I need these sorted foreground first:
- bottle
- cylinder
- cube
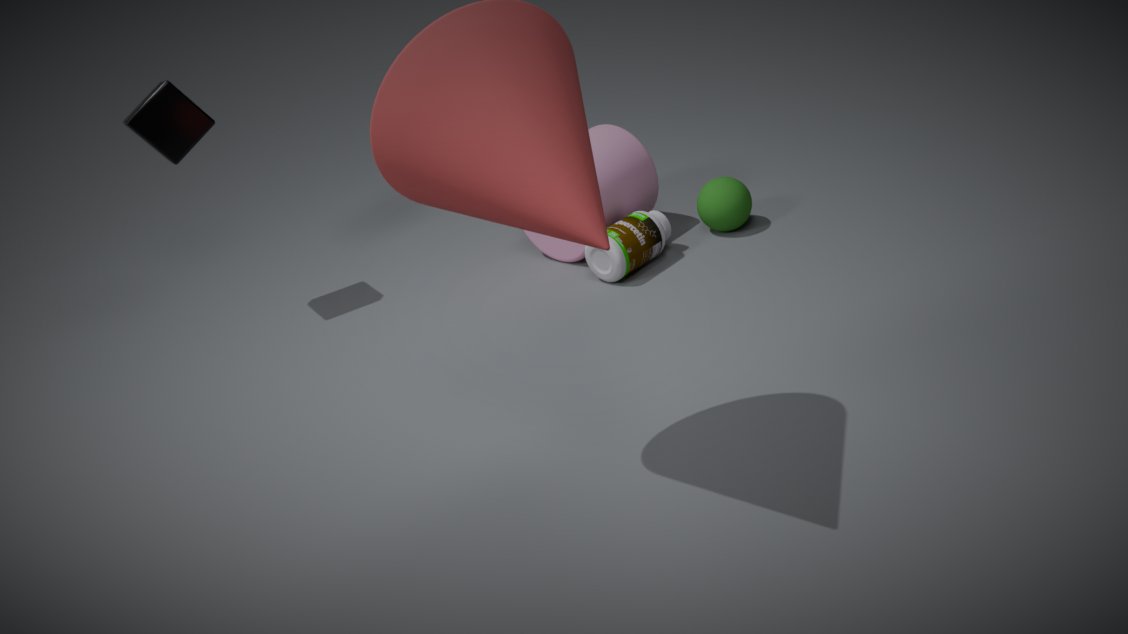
cube
bottle
cylinder
